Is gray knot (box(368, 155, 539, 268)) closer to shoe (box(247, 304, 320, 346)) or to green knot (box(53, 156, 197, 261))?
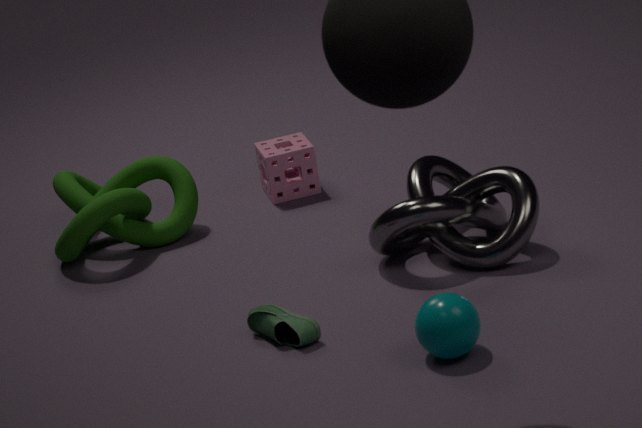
shoe (box(247, 304, 320, 346))
